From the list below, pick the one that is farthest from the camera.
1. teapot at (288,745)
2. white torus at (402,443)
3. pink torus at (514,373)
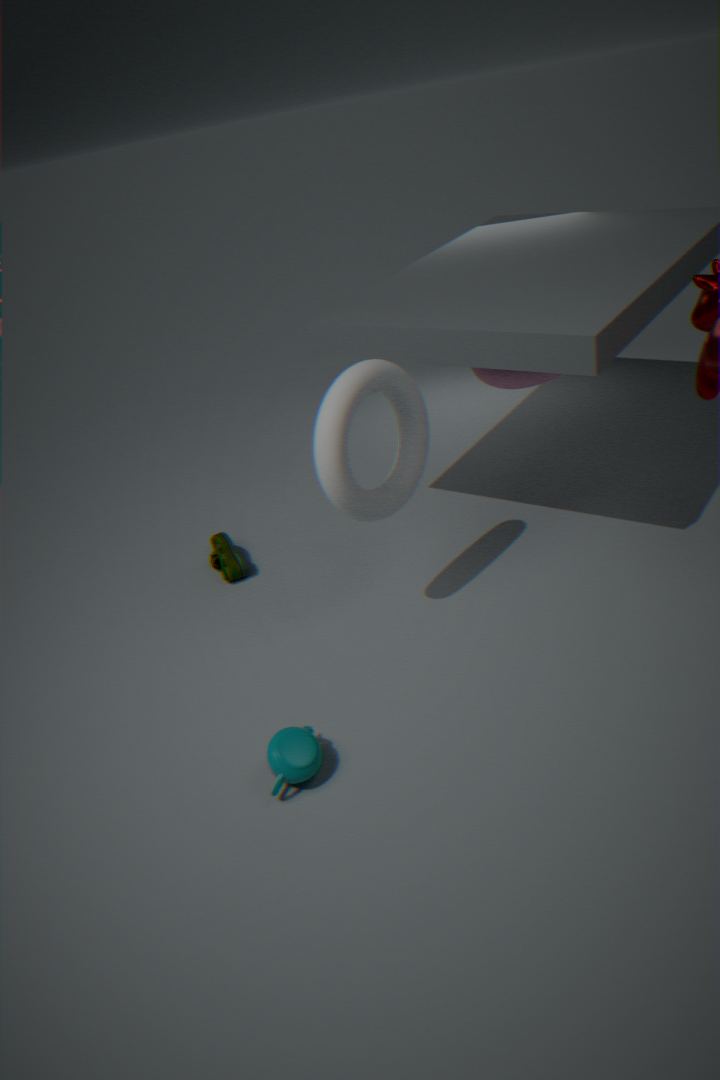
pink torus at (514,373)
